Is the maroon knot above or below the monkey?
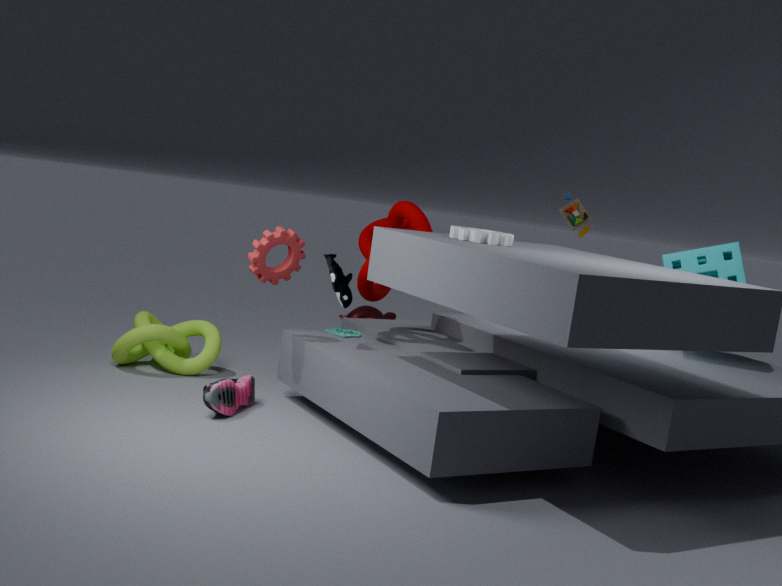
above
